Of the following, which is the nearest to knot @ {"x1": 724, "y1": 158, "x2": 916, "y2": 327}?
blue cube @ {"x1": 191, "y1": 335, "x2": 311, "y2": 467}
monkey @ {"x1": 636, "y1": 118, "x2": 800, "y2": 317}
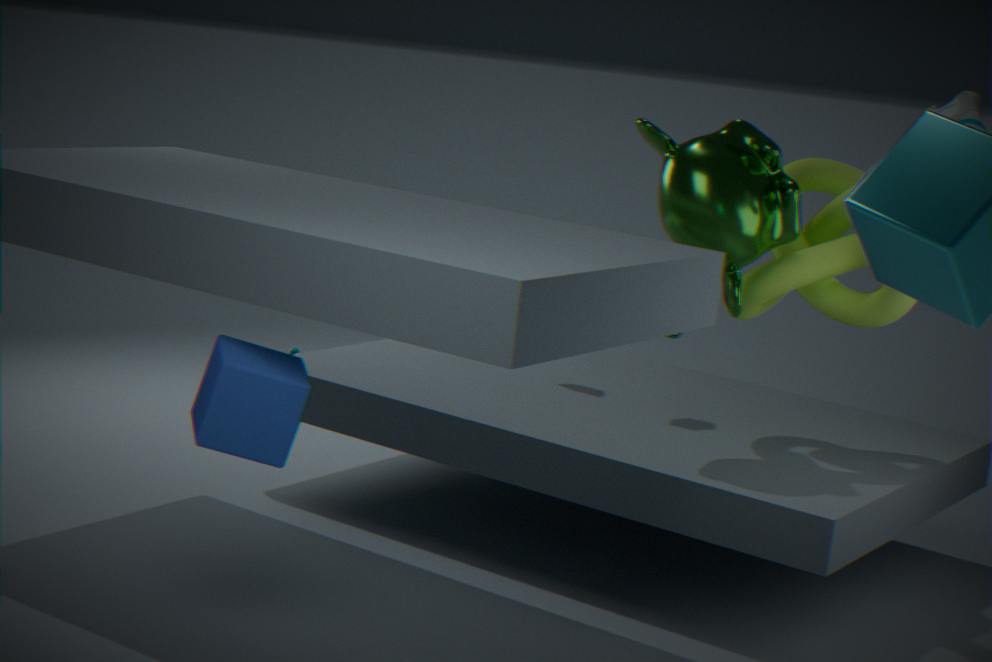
monkey @ {"x1": 636, "y1": 118, "x2": 800, "y2": 317}
